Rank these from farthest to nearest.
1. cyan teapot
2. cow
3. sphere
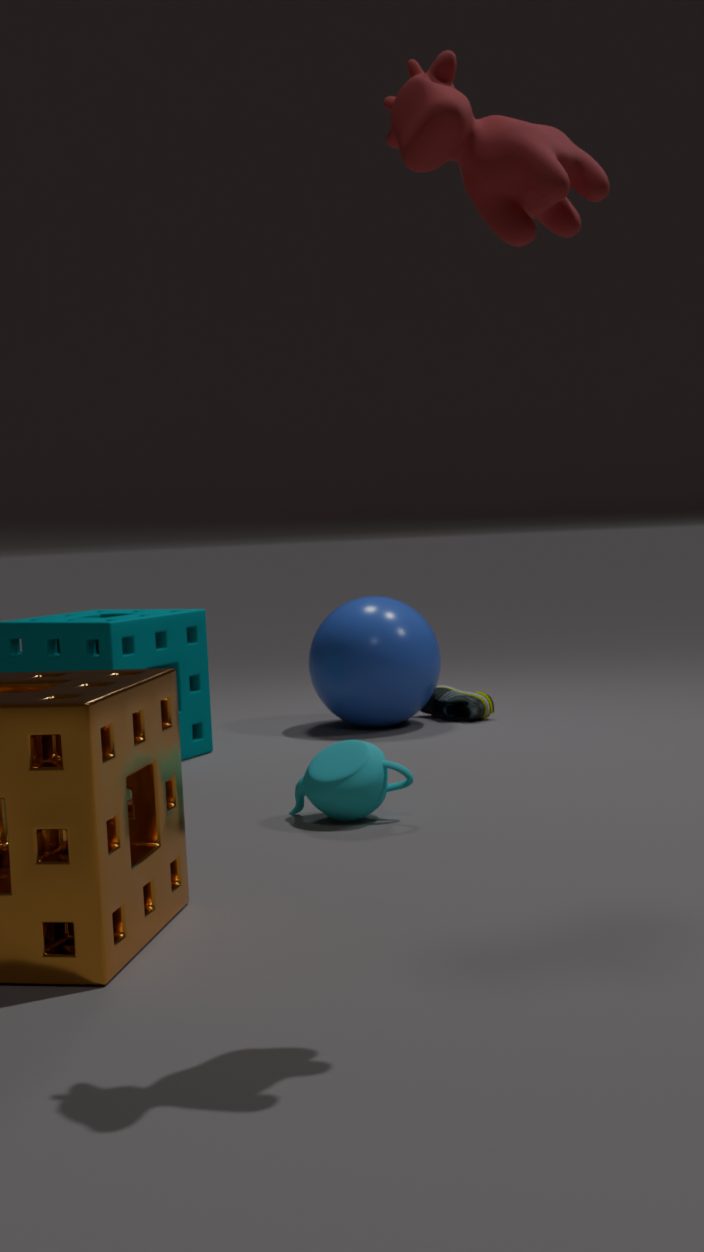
sphere
cyan teapot
cow
